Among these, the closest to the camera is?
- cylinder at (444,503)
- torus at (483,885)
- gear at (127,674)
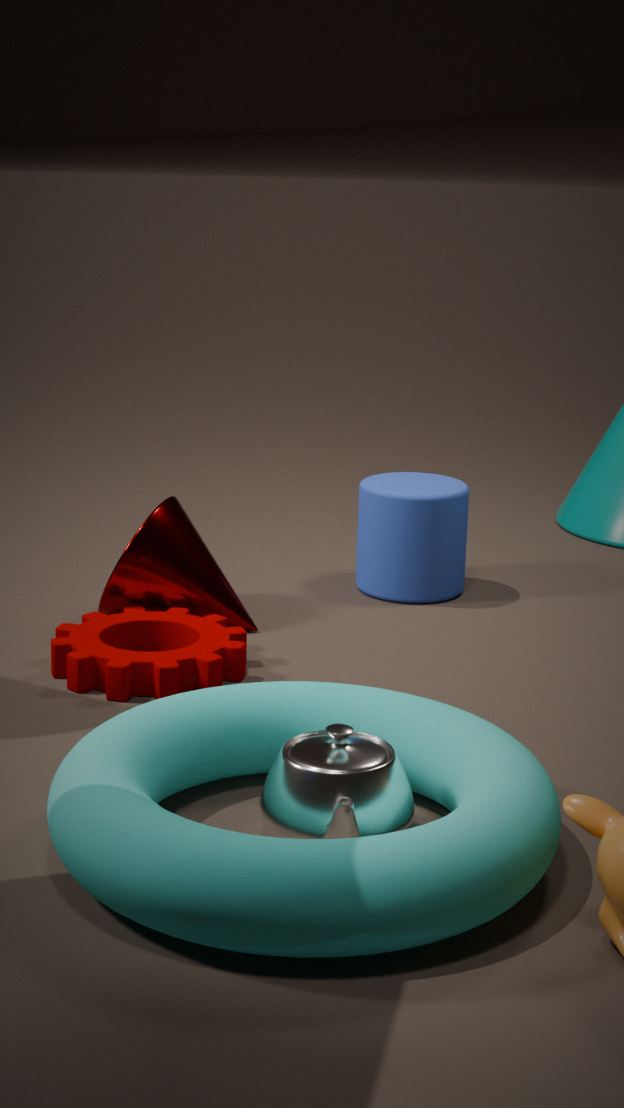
torus at (483,885)
